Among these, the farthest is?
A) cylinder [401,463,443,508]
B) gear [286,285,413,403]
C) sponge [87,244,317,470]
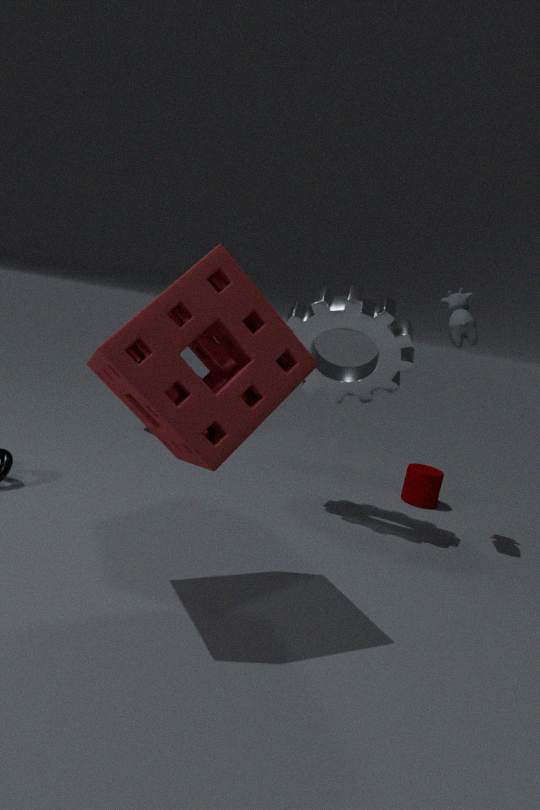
cylinder [401,463,443,508]
